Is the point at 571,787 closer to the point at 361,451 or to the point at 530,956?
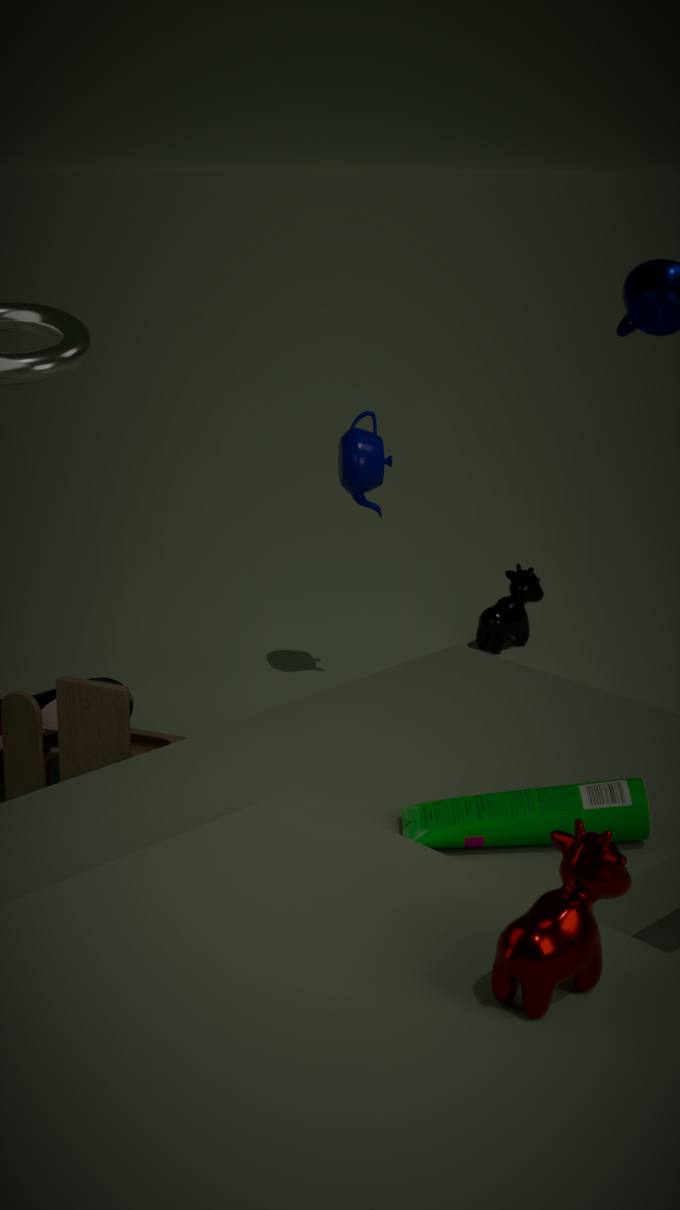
the point at 530,956
